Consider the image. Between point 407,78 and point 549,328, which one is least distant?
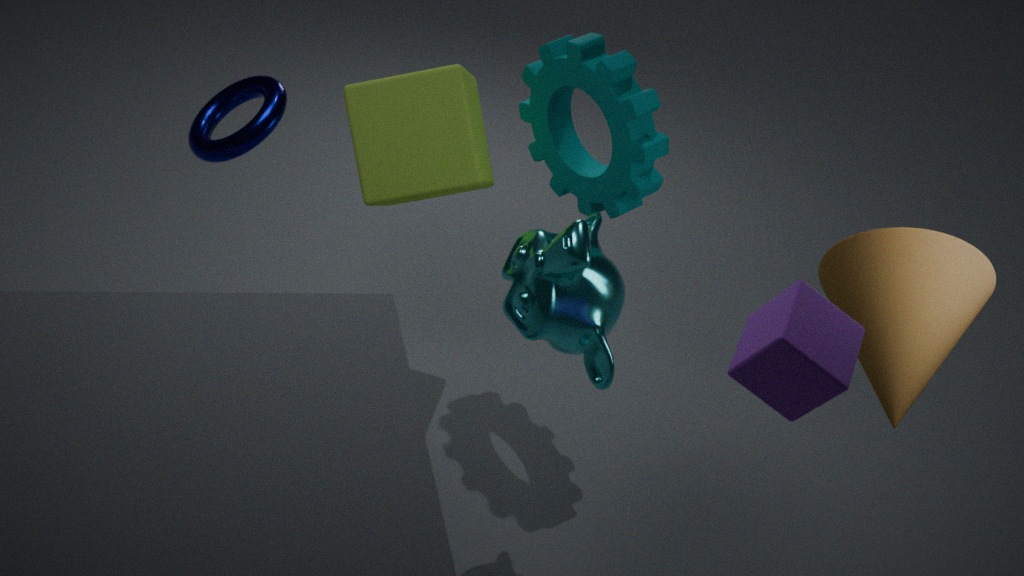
point 549,328
